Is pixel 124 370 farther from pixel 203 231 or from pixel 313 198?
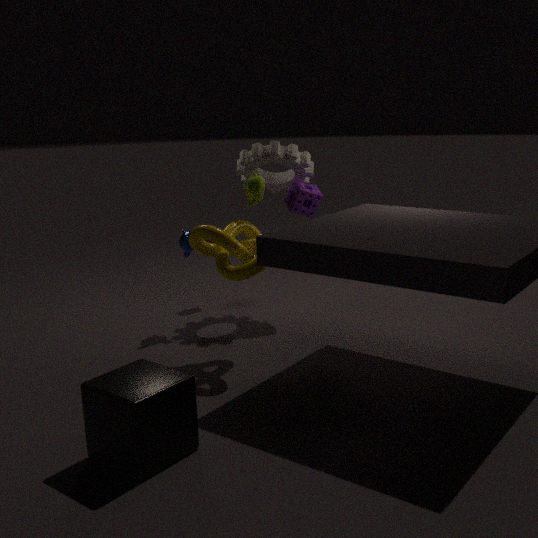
pixel 313 198
